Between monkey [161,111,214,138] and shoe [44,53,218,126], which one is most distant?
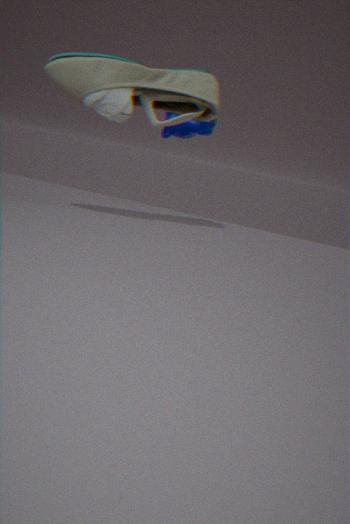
monkey [161,111,214,138]
